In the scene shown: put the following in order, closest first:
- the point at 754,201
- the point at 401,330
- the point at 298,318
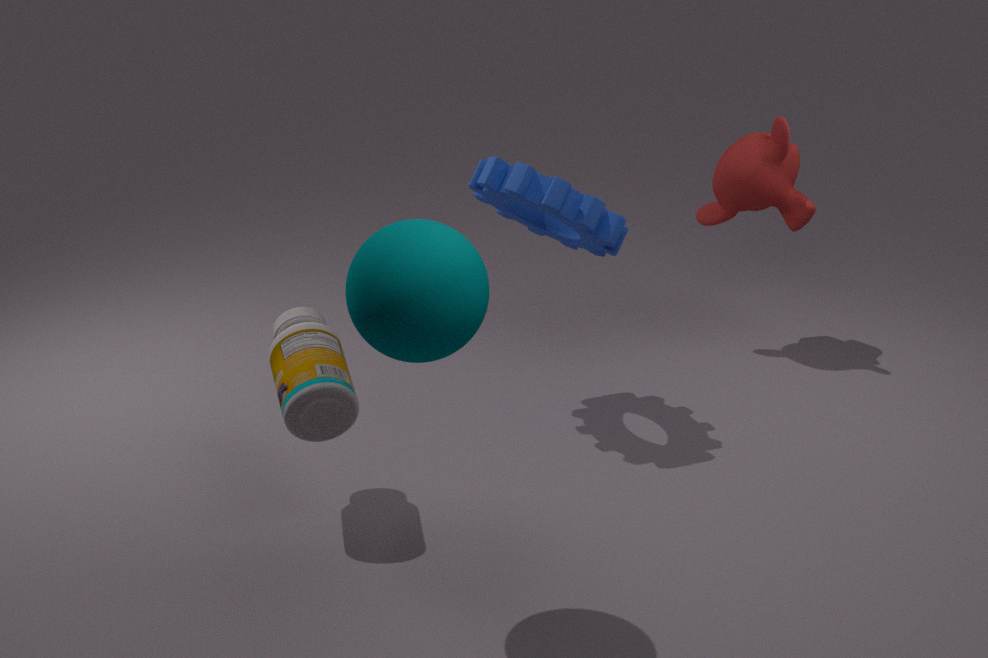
the point at 401,330 → the point at 298,318 → the point at 754,201
